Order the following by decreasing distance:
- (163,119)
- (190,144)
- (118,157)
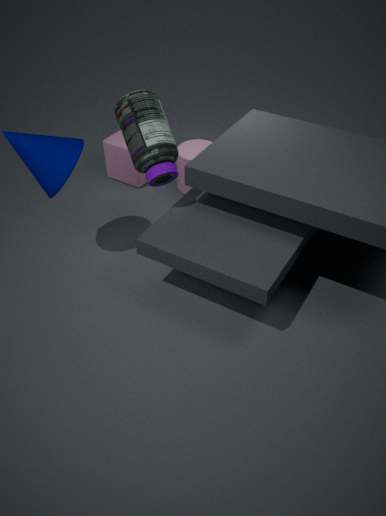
1. (118,157)
2. (190,144)
3. (163,119)
